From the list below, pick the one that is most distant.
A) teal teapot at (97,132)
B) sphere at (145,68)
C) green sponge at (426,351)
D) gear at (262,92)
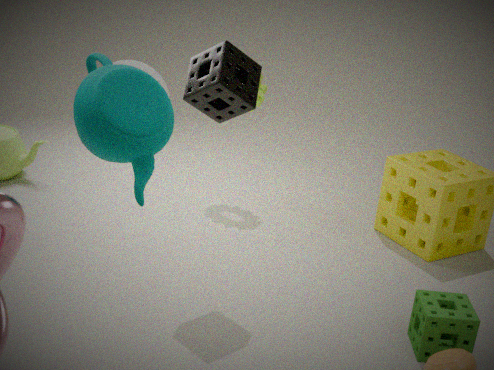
gear at (262,92)
